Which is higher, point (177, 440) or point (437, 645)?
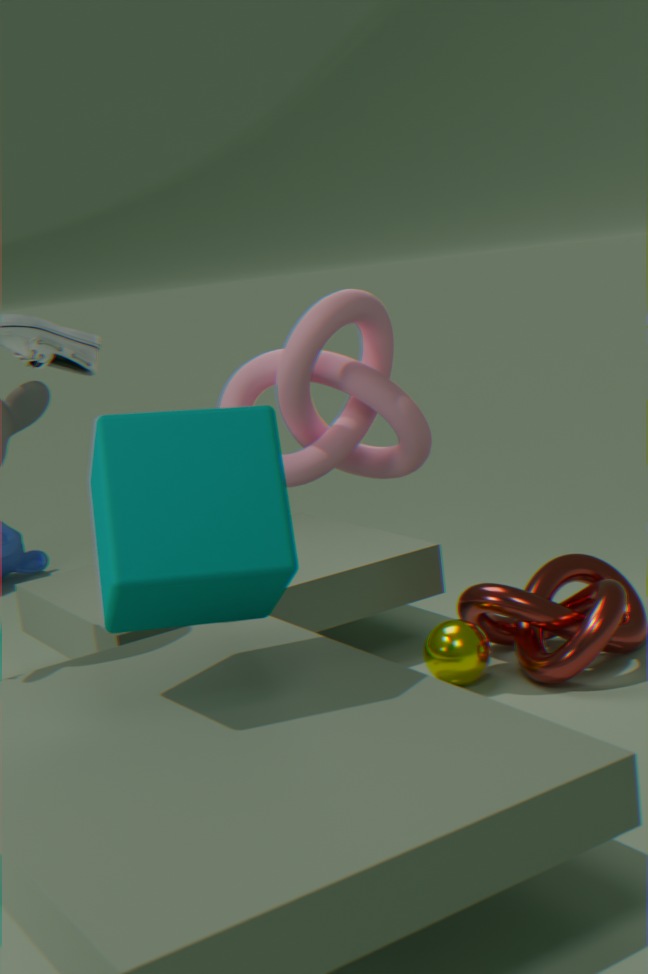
point (177, 440)
